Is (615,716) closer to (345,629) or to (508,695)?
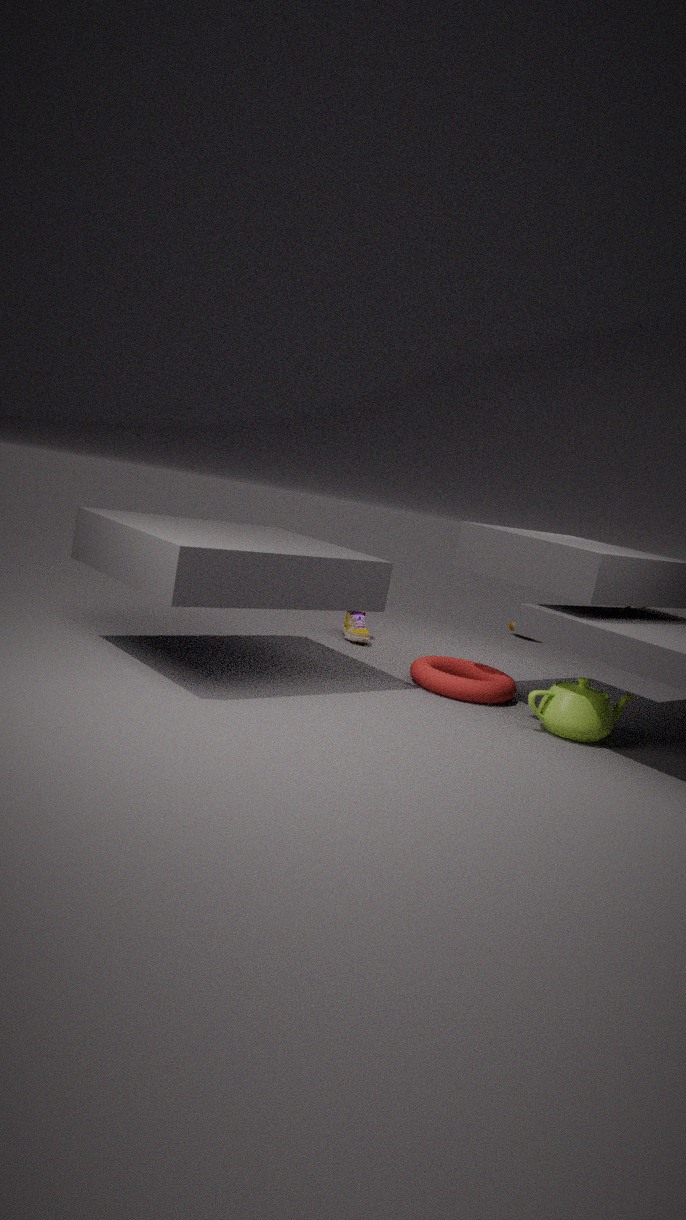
(508,695)
